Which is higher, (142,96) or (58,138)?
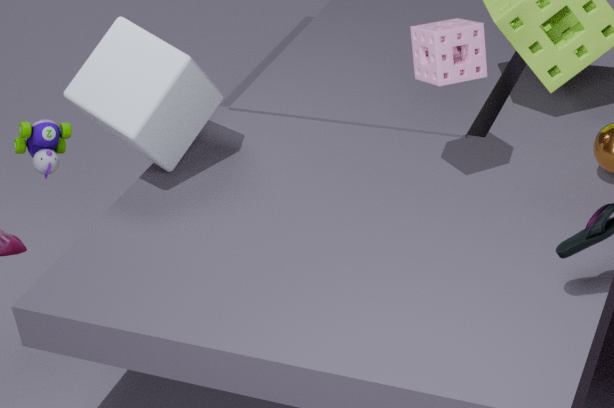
(142,96)
